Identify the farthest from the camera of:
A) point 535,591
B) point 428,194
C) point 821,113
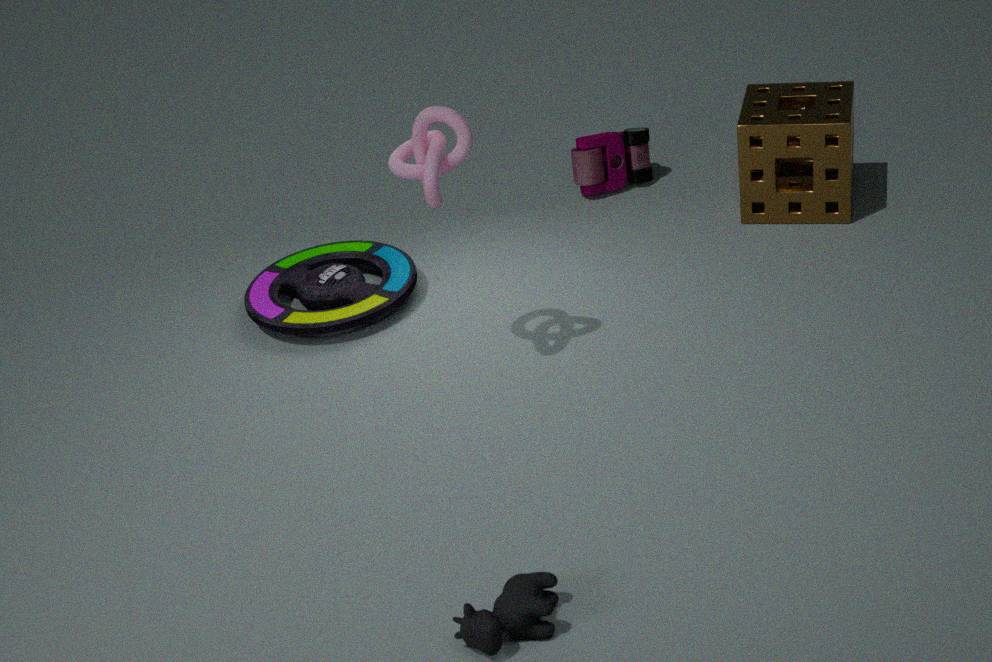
point 821,113
